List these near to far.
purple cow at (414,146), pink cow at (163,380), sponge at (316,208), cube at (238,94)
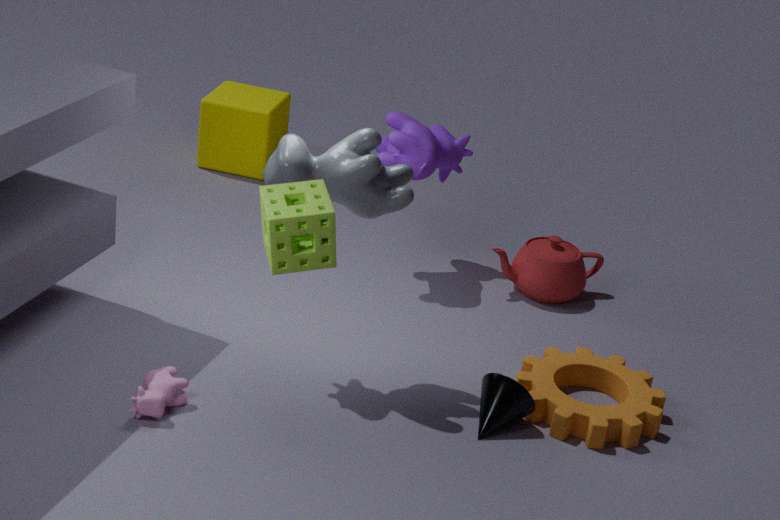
sponge at (316,208) → pink cow at (163,380) → purple cow at (414,146) → cube at (238,94)
